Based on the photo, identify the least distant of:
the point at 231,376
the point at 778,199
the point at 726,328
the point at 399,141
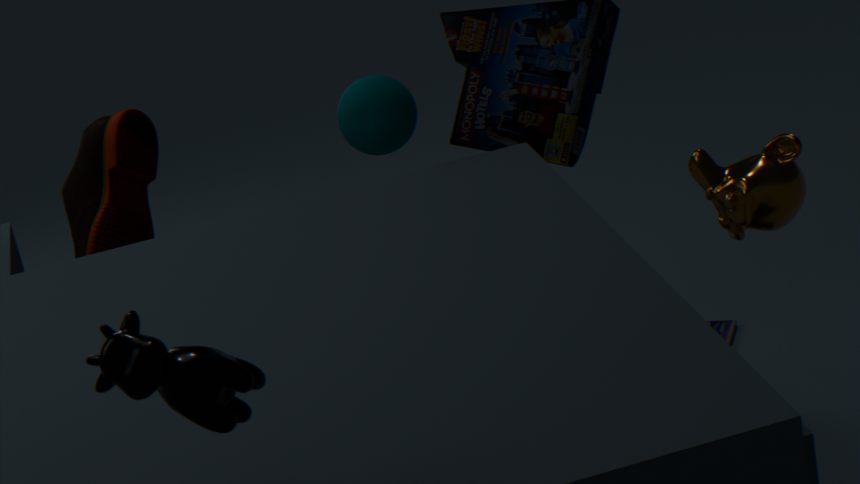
the point at 231,376
